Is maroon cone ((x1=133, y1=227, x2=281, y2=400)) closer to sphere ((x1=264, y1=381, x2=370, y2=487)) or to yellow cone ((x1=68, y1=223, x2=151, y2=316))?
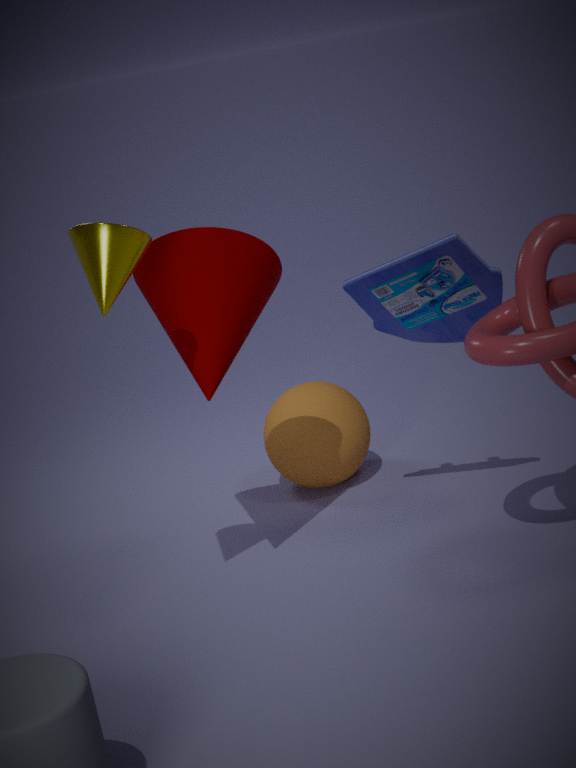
yellow cone ((x1=68, y1=223, x2=151, y2=316))
